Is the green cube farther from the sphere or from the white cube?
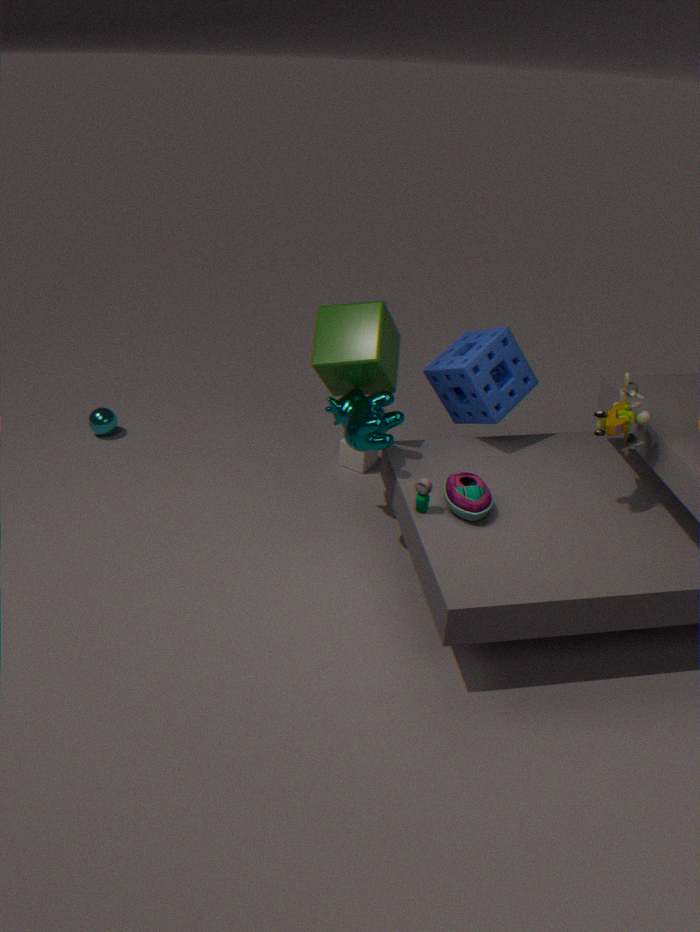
the sphere
